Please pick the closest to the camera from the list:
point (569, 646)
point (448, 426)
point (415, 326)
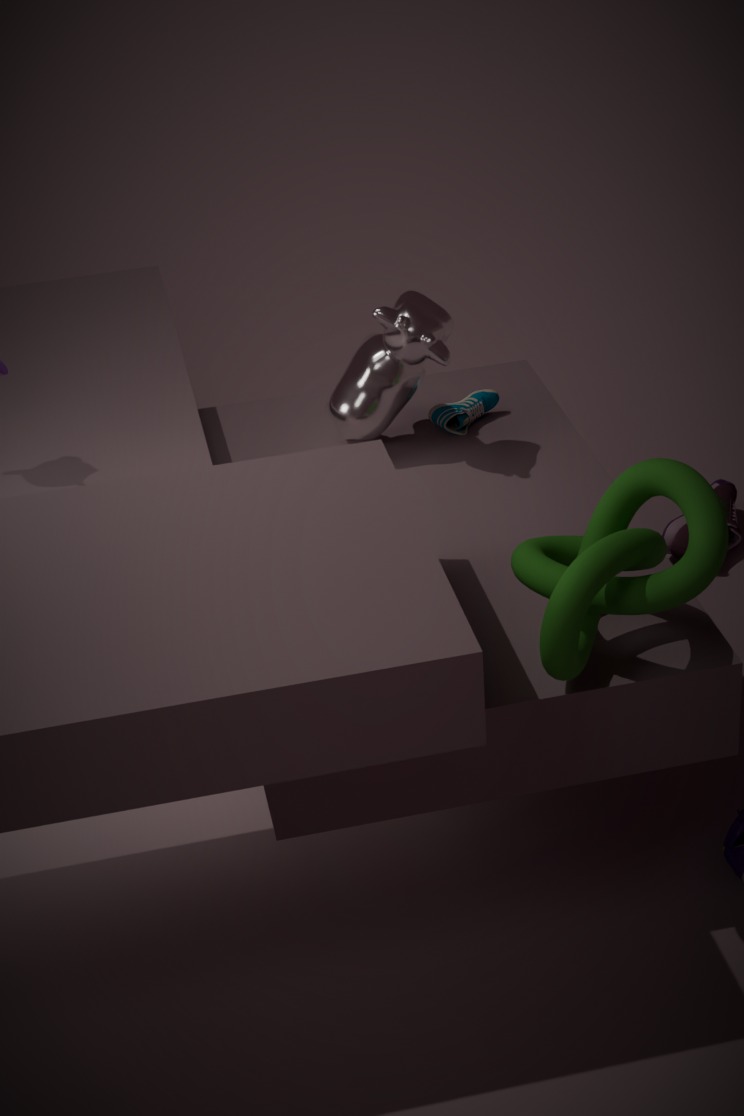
point (569, 646)
